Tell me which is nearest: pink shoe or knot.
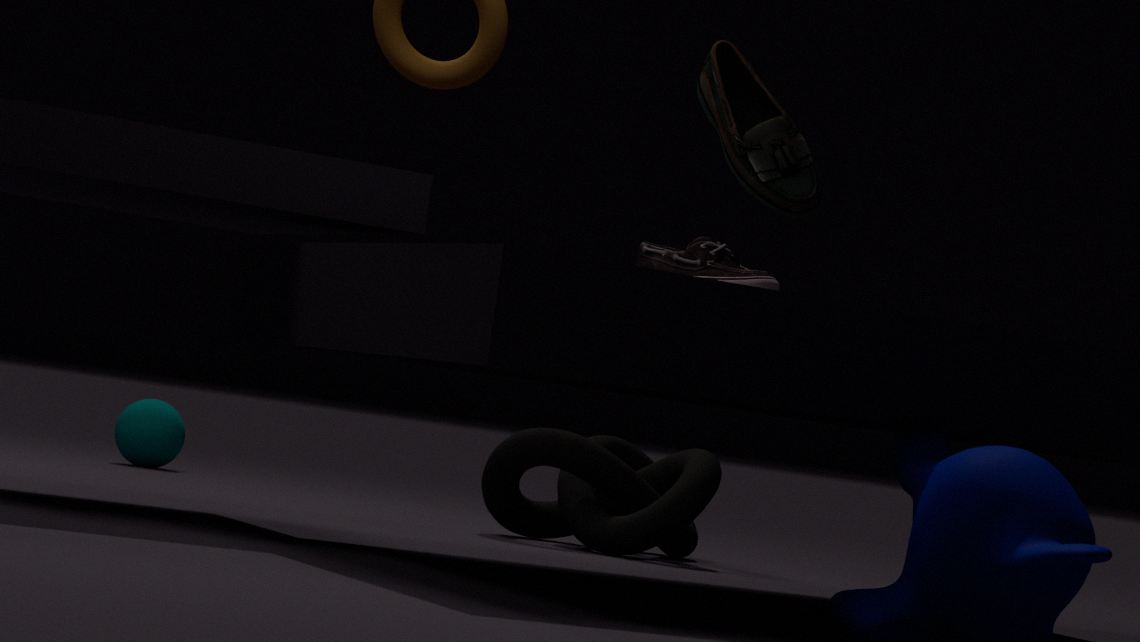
pink shoe
